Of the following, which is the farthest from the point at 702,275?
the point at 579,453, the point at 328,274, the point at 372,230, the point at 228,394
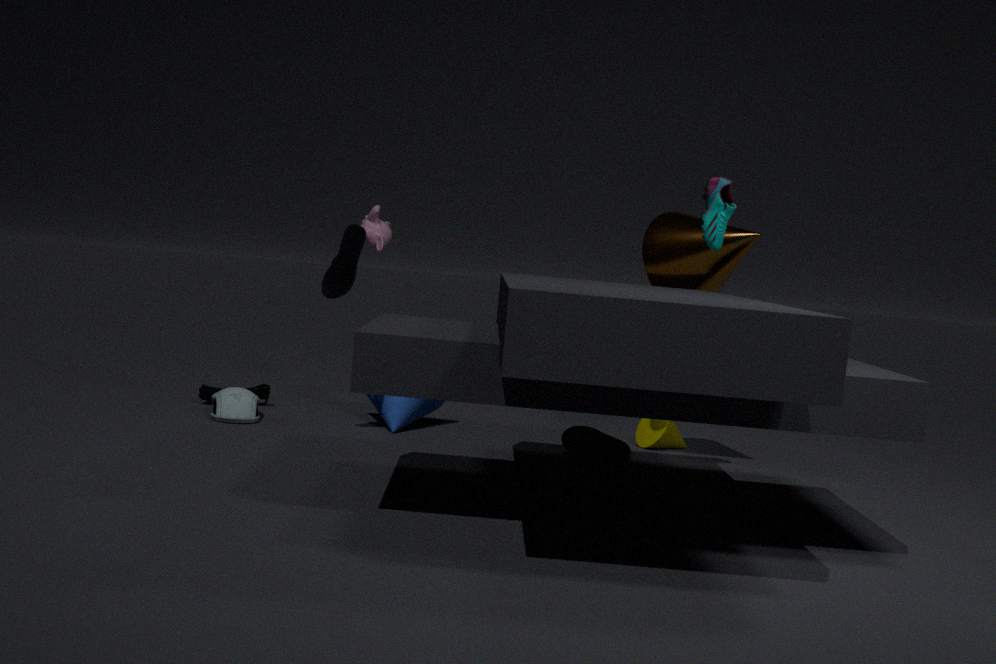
the point at 228,394
